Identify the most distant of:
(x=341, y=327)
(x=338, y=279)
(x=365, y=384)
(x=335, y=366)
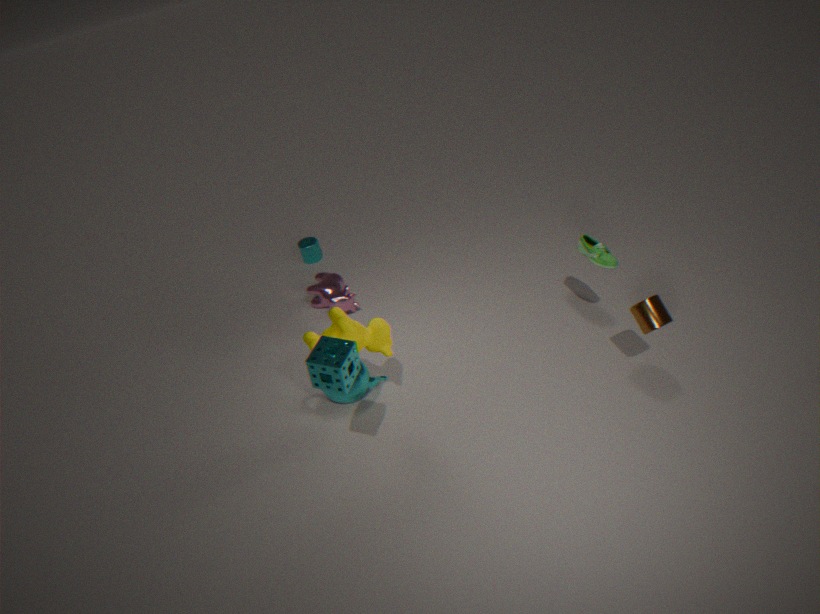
(x=338, y=279)
